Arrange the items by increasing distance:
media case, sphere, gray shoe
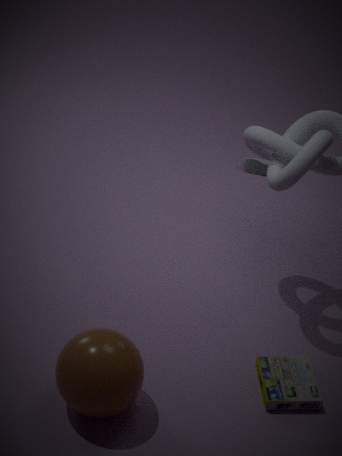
1. sphere
2. media case
3. gray shoe
